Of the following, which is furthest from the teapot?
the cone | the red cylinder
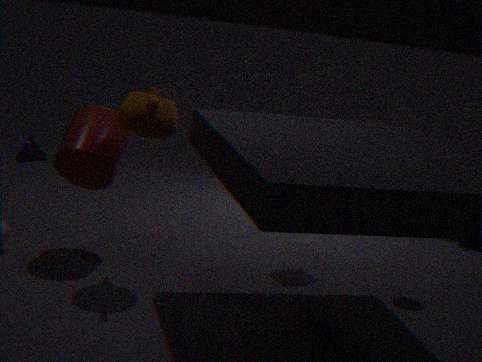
the cone
